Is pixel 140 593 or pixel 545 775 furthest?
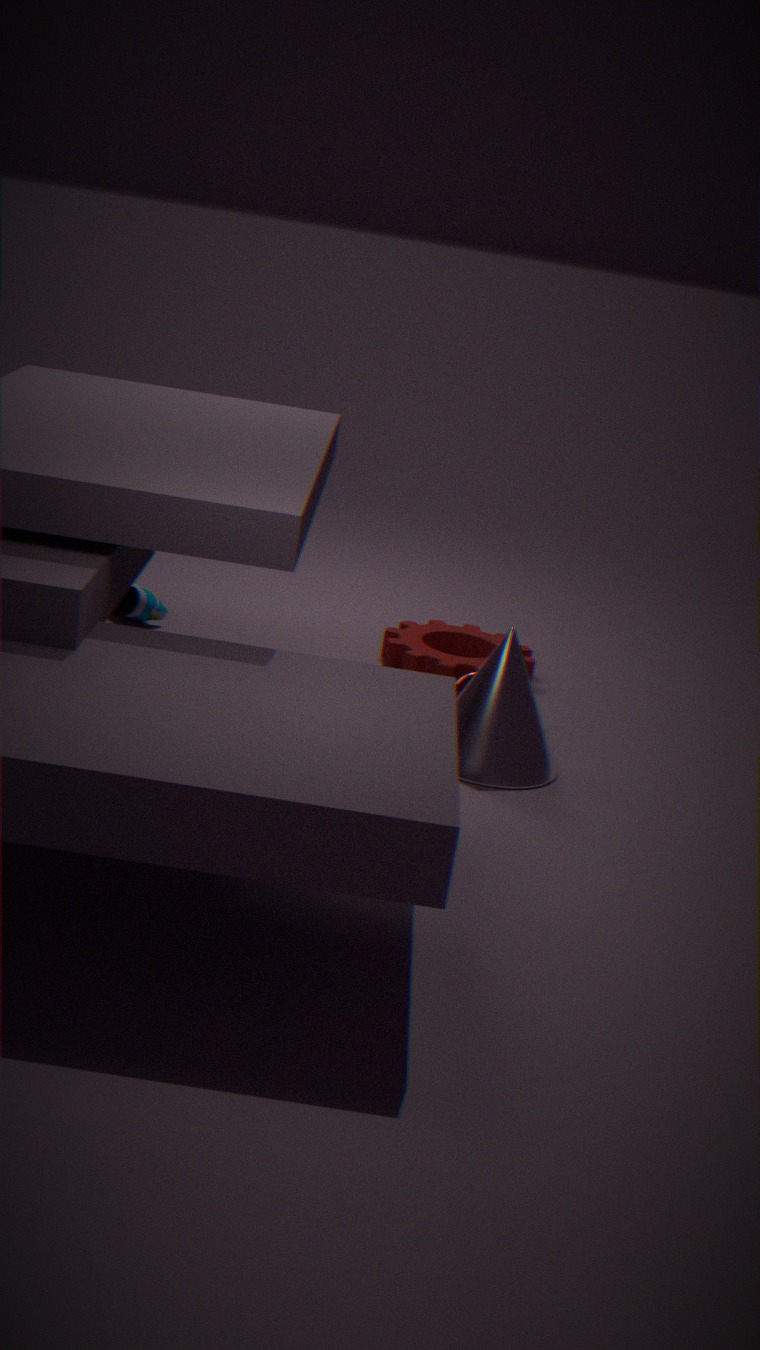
pixel 140 593
